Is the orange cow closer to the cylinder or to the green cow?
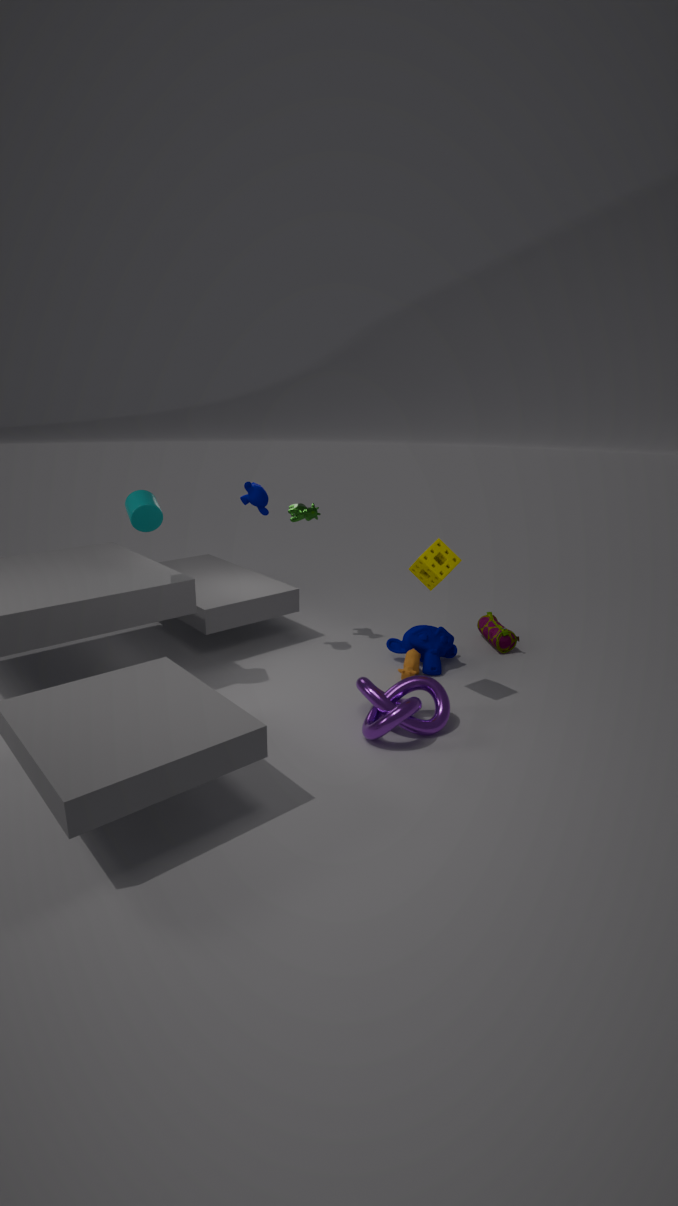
the green cow
